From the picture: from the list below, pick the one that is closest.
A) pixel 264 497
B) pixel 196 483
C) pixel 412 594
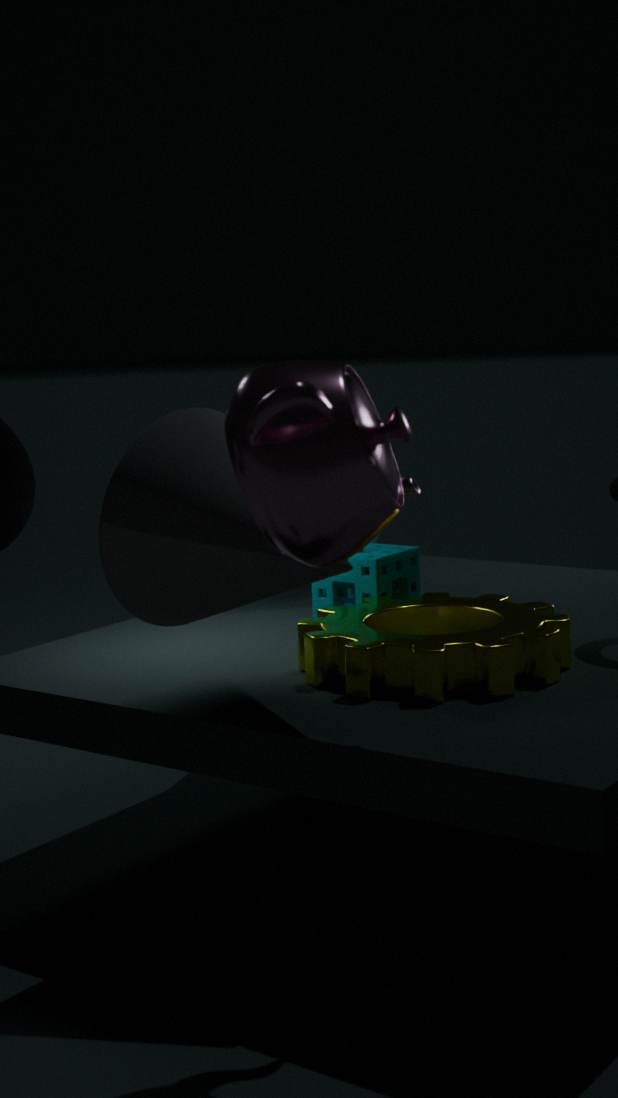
pixel 264 497
